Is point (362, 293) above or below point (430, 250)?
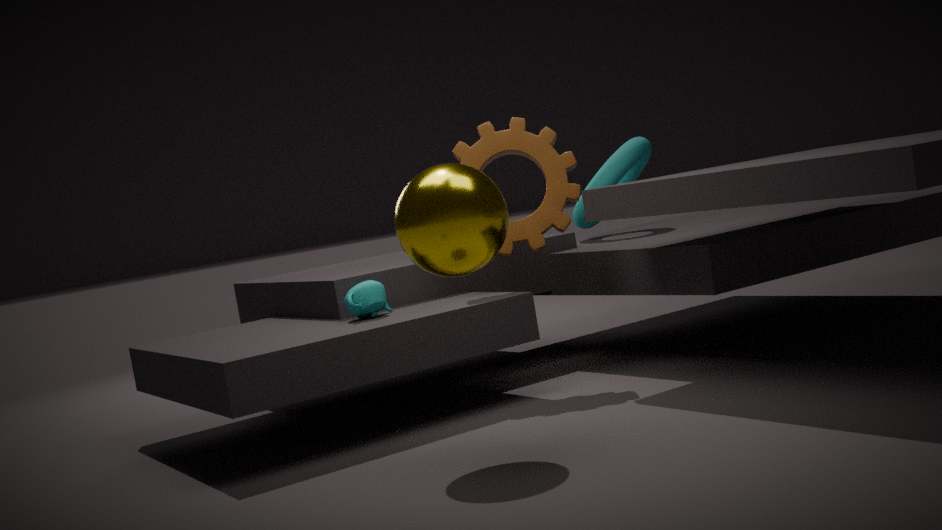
below
